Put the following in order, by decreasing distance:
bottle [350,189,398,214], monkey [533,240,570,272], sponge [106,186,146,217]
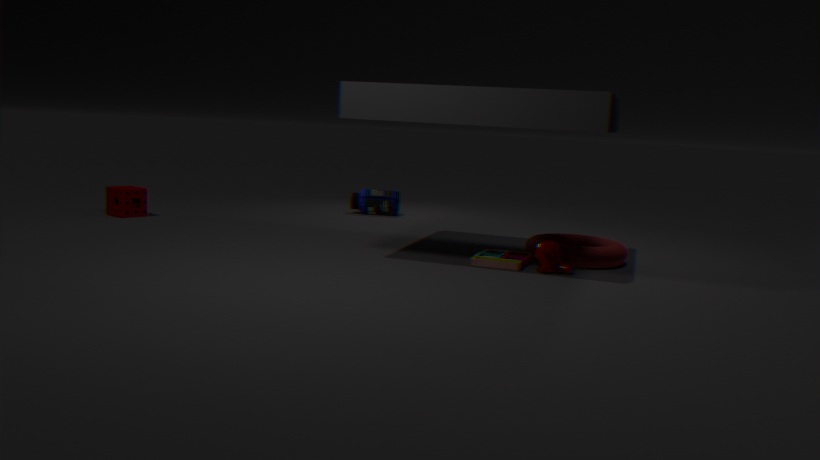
bottle [350,189,398,214], sponge [106,186,146,217], monkey [533,240,570,272]
